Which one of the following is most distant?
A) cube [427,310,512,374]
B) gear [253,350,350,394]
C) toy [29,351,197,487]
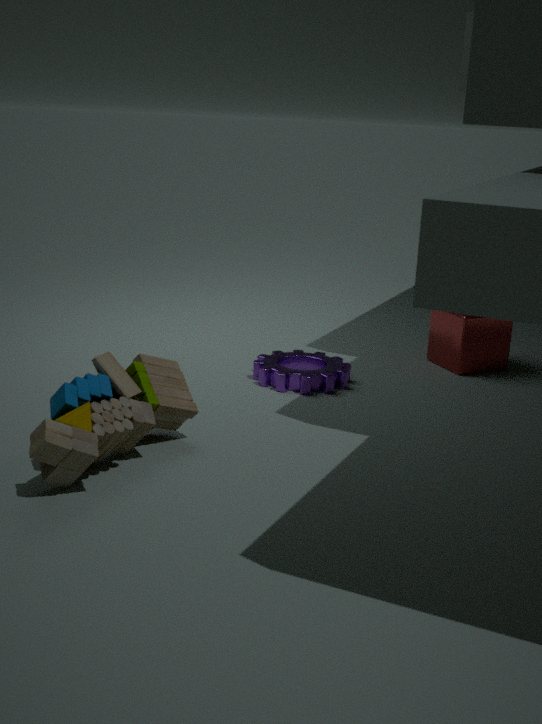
cube [427,310,512,374]
